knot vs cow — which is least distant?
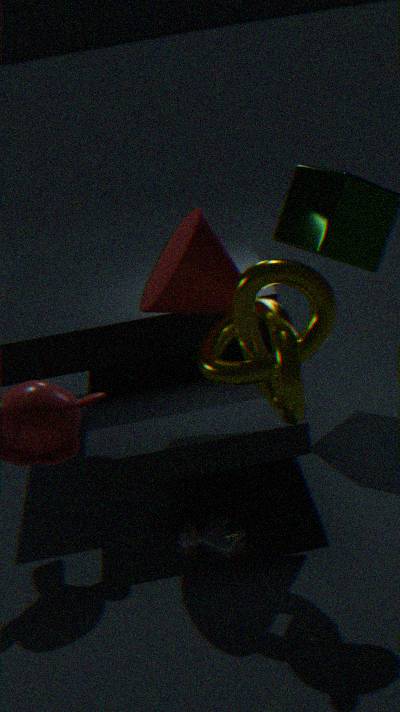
knot
